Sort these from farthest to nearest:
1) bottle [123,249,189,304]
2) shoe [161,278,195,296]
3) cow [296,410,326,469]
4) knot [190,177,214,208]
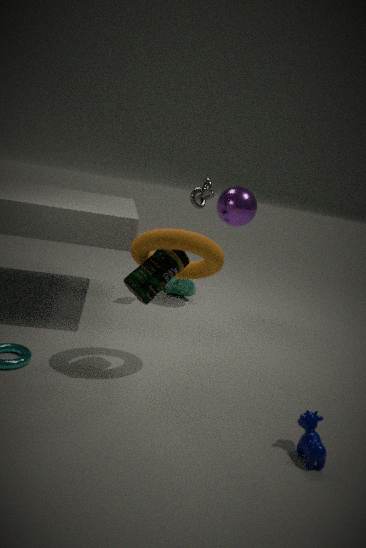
2. shoe [161,278,195,296]
4. knot [190,177,214,208]
1. bottle [123,249,189,304]
3. cow [296,410,326,469]
